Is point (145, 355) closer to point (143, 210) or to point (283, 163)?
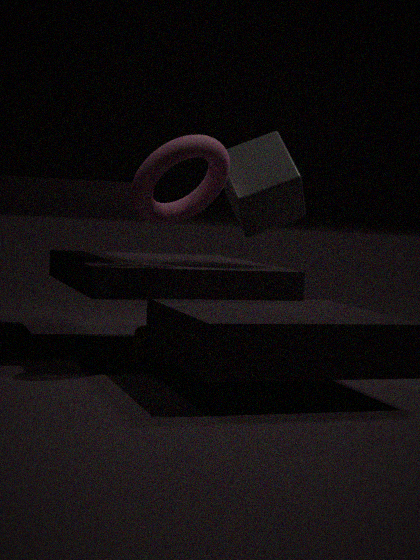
point (143, 210)
